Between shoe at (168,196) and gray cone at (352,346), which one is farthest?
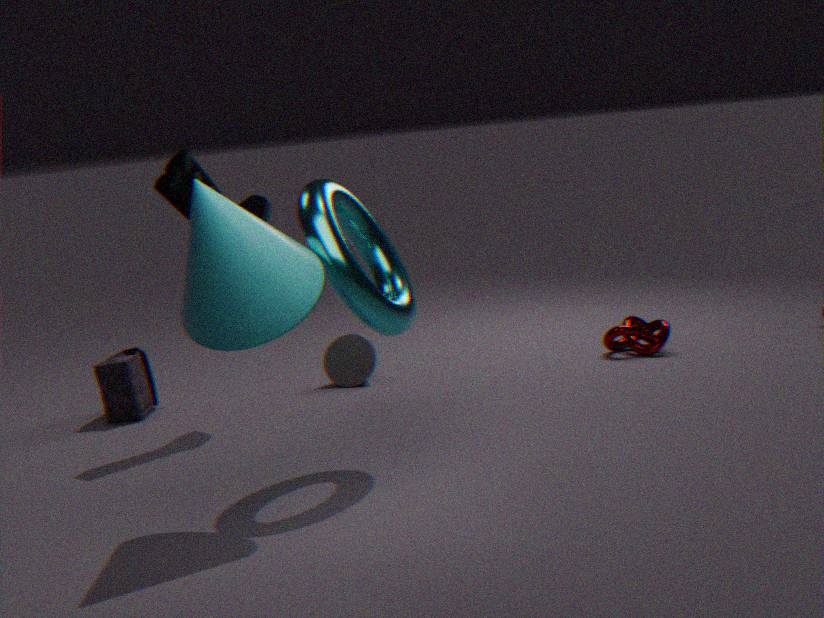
gray cone at (352,346)
